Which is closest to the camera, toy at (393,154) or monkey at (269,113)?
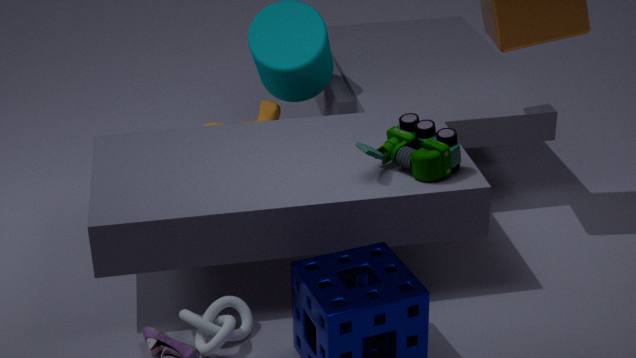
toy at (393,154)
